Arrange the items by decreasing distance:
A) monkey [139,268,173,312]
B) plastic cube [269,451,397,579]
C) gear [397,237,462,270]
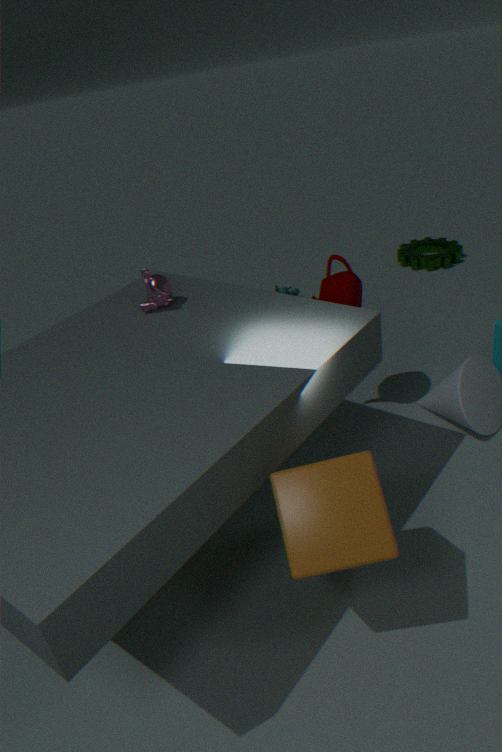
gear [397,237,462,270] → monkey [139,268,173,312] → plastic cube [269,451,397,579]
